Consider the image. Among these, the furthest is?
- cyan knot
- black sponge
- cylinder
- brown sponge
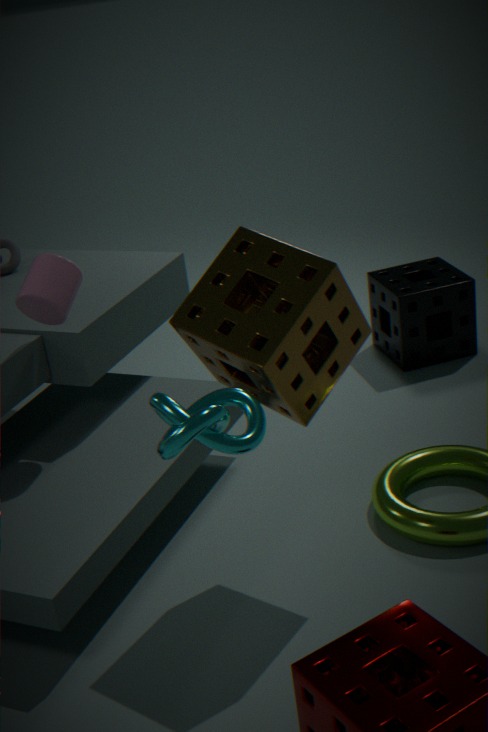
black sponge
